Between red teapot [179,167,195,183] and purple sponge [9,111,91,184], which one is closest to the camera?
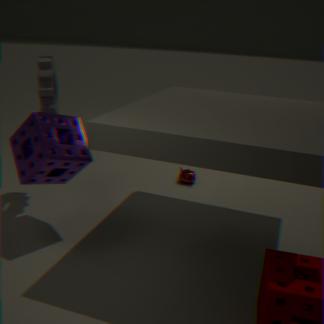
purple sponge [9,111,91,184]
